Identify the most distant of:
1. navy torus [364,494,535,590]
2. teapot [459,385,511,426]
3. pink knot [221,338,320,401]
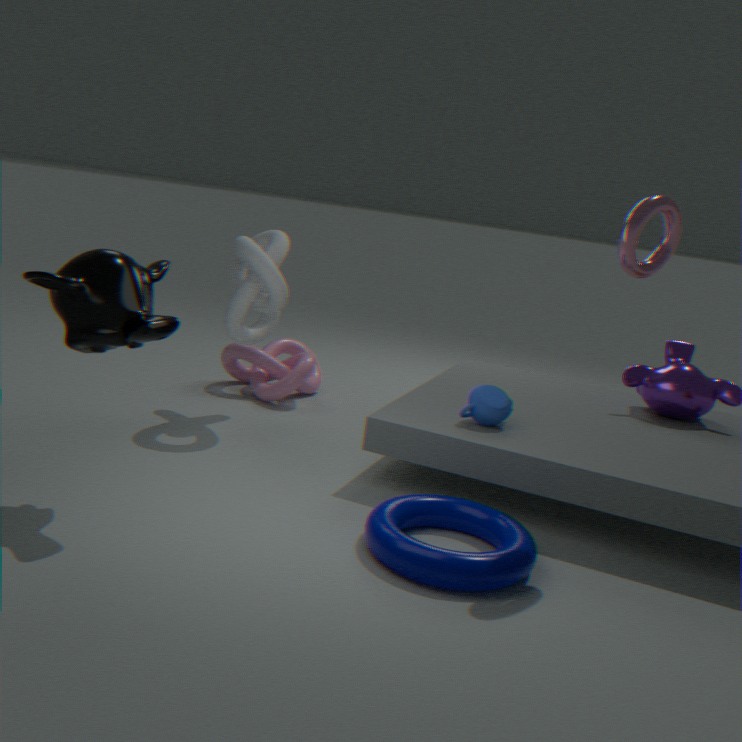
pink knot [221,338,320,401]
